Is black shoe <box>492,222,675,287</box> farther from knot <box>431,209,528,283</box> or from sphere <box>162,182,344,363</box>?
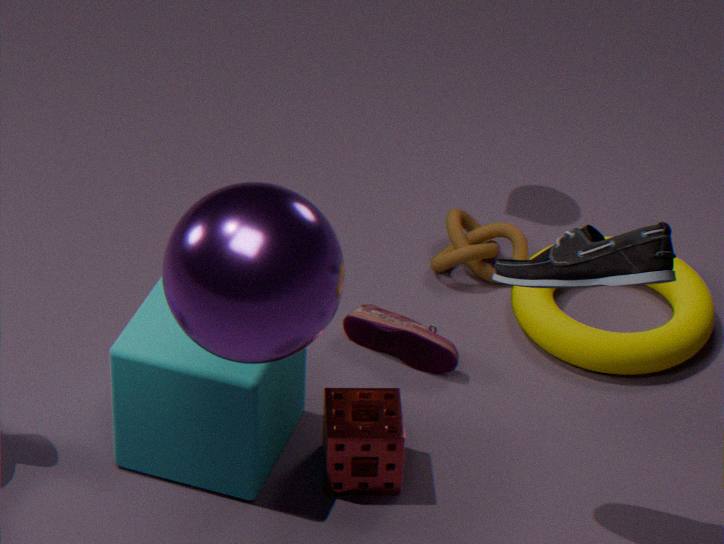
knot <box>431,209,528,283</box>
